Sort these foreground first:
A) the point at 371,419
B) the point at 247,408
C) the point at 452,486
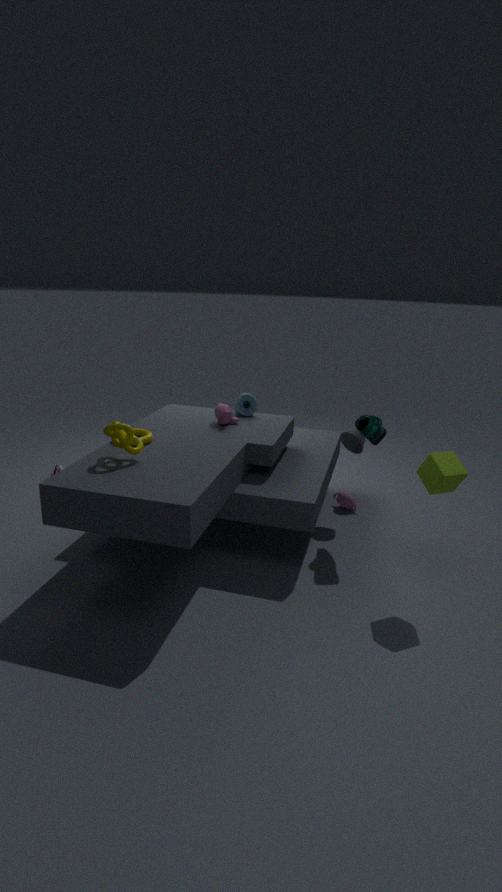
the point at 452,486 < the point at 371,419 < the point at 247,408
